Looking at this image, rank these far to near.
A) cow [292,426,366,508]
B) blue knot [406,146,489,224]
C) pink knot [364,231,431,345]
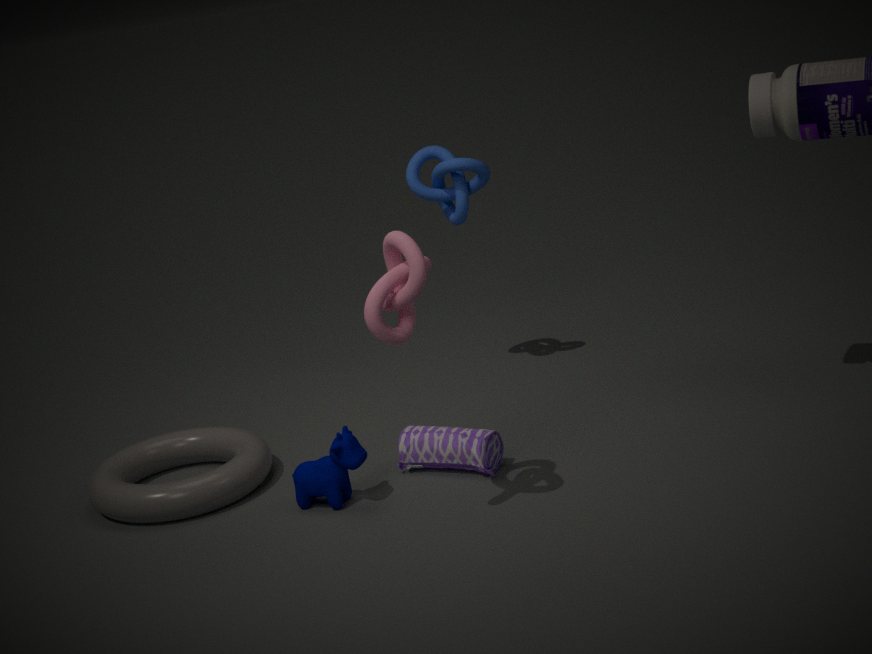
blue knot [406,146,489,224] → cow [292,426,366,508] → pink knot [364,231,431,345]
